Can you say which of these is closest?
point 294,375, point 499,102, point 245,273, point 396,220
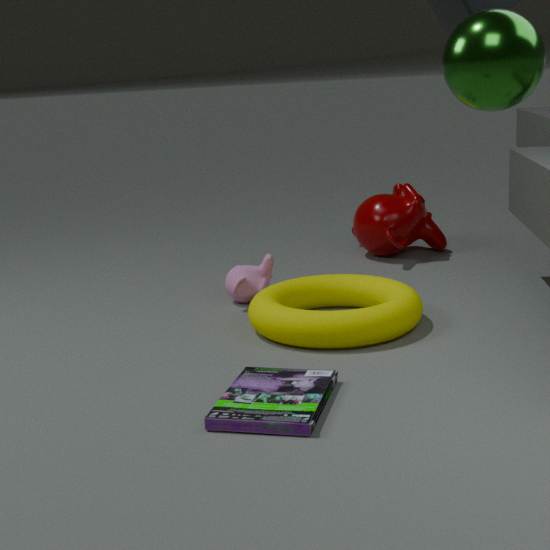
point 499,102
